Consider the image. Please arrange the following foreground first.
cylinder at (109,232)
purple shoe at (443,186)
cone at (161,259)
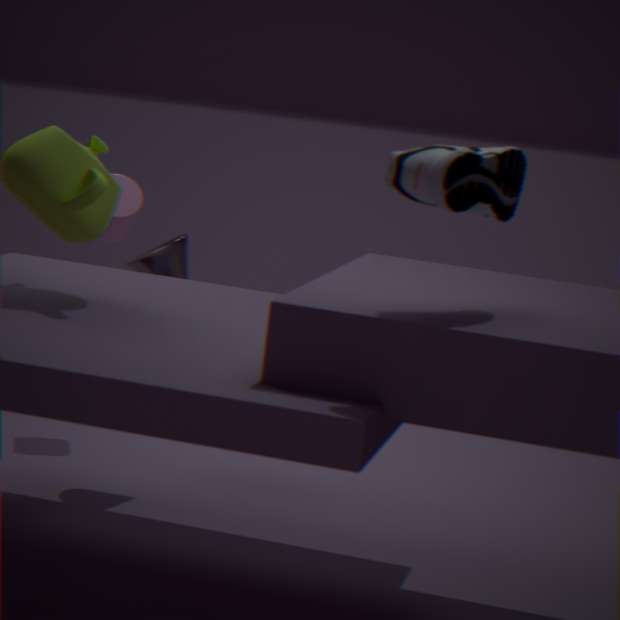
purple shoe at (443,186), cone at (161,259), cylinder at (109,232)
